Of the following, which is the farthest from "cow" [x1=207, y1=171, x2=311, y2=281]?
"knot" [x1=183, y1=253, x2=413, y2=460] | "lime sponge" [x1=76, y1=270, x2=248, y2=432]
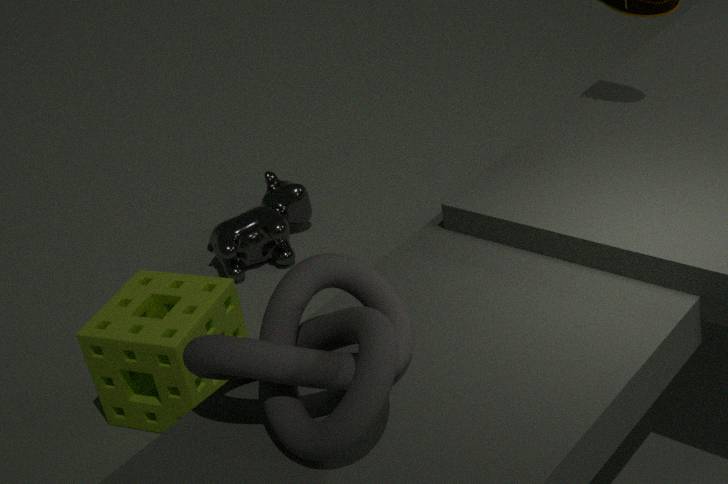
"knot" [x1=183, y1=253, x2=413, y2=460]
